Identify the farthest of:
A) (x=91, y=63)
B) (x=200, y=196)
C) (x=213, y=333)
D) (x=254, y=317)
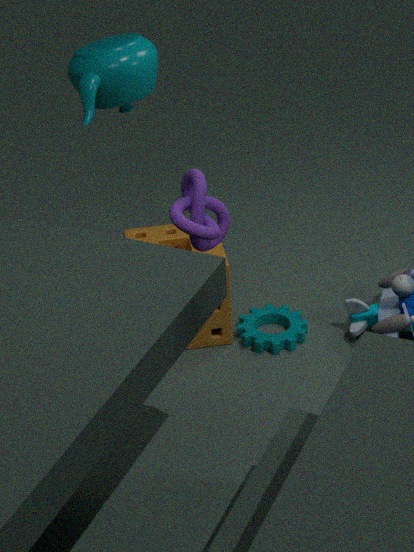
(x=254, y=317)
